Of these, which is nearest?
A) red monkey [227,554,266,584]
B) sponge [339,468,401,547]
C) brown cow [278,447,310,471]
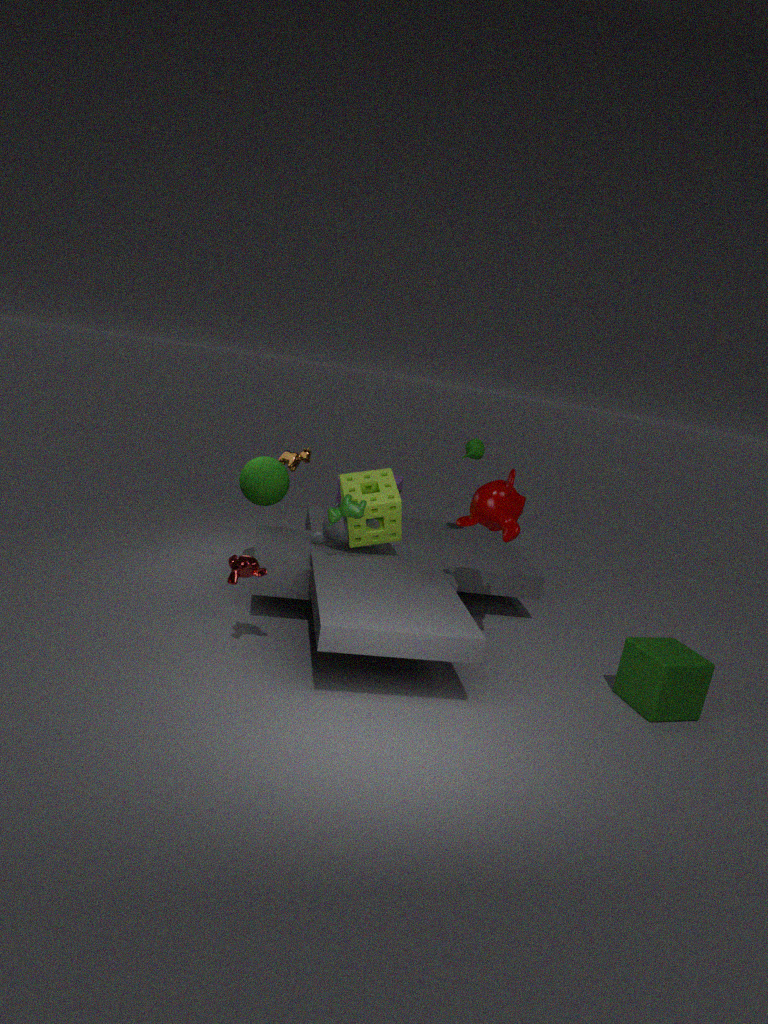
red monkey [227,554,266,584]
